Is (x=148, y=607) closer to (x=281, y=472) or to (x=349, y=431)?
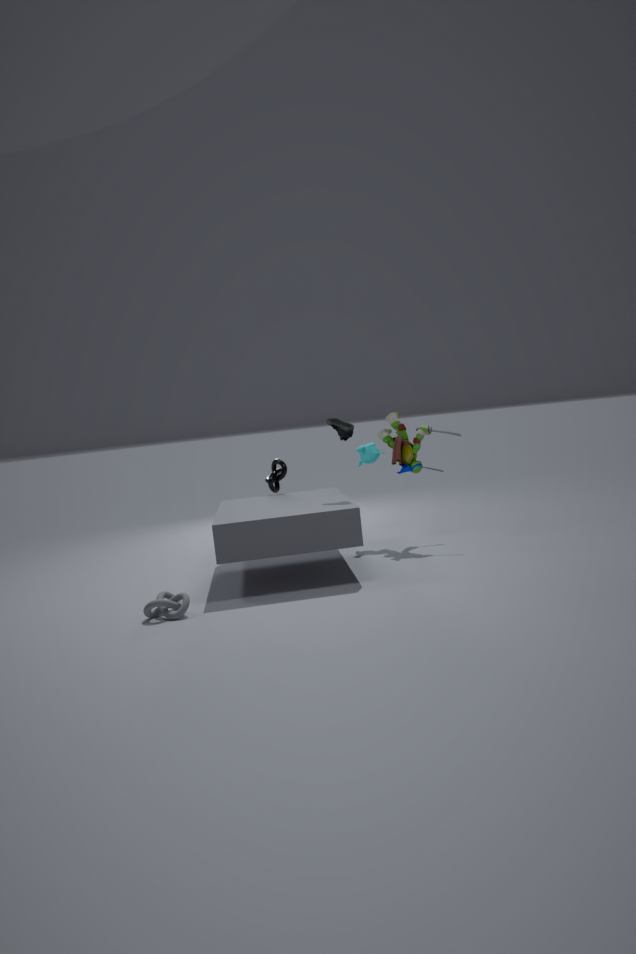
(x=349, y=431)
